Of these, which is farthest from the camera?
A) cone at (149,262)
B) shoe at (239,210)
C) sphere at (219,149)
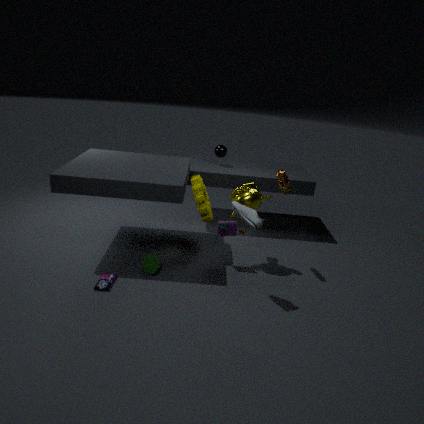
sphere at (219,149)
